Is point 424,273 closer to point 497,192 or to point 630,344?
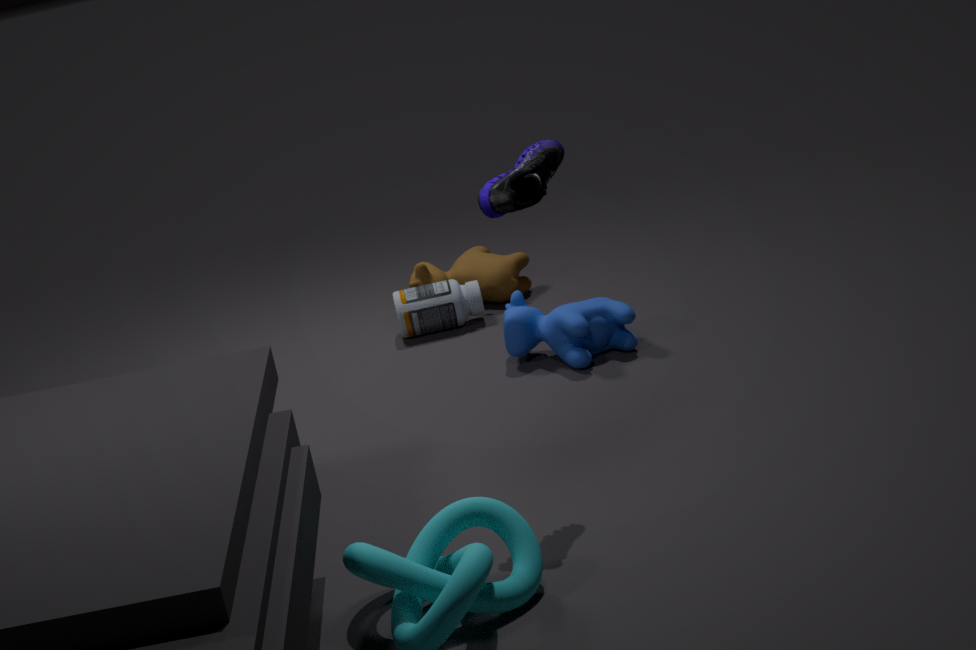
point 630,344
